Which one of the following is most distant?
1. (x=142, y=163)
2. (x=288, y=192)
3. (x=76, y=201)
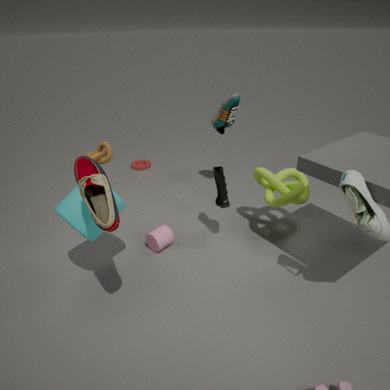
(x=142, y=163)
